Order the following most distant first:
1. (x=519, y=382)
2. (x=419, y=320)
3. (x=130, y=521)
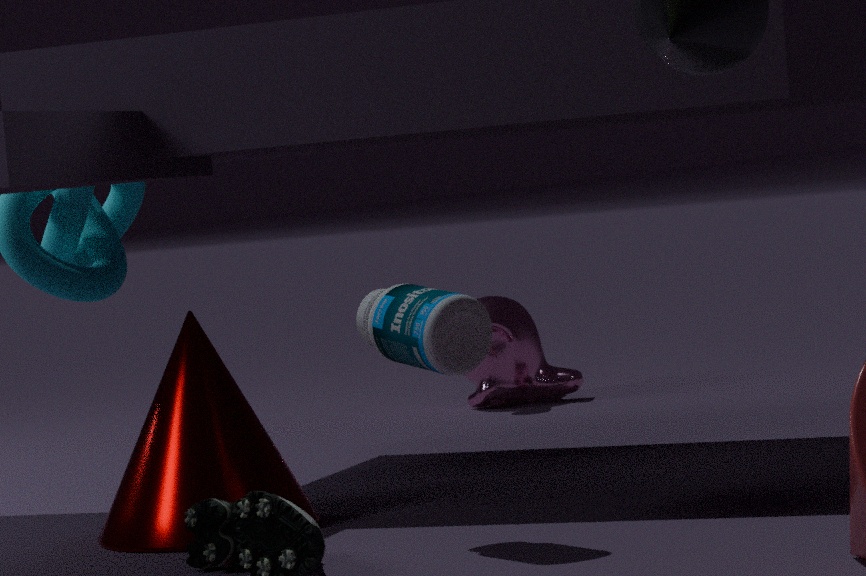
(x=519, y=382) < (x=130, y=521) < (x=419, y=320)
